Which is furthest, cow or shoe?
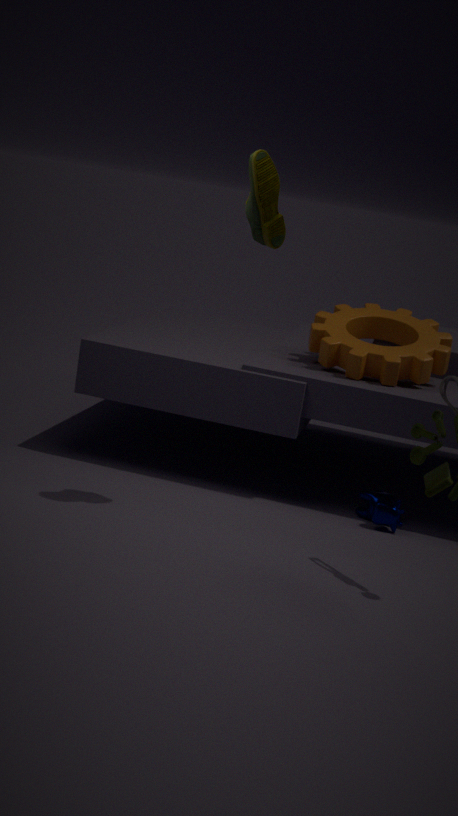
cow
